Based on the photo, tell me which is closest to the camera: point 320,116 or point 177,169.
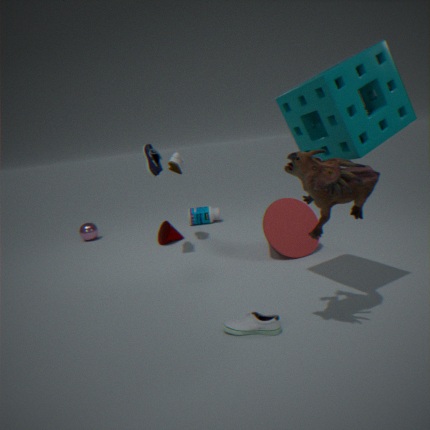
point 320,116
